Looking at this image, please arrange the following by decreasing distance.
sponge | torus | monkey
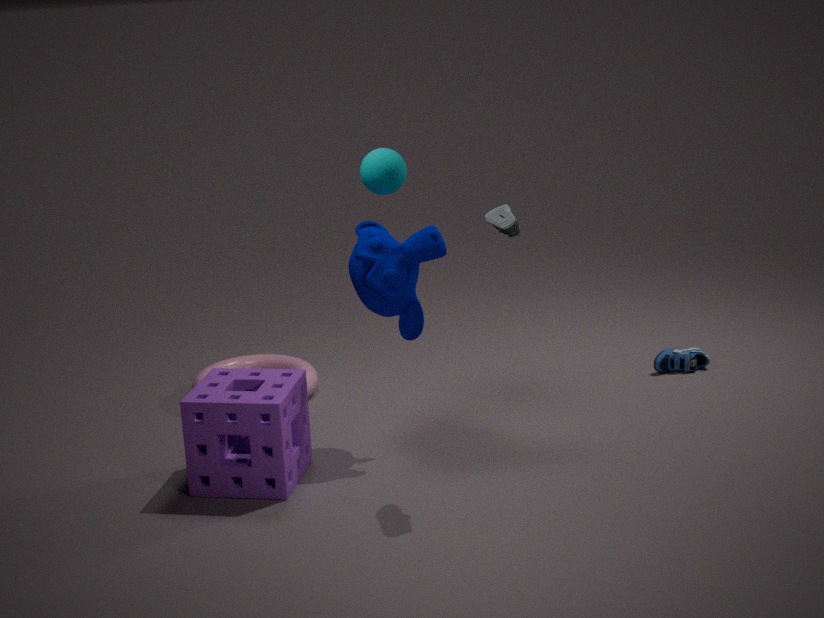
torus
monkey
sponge
